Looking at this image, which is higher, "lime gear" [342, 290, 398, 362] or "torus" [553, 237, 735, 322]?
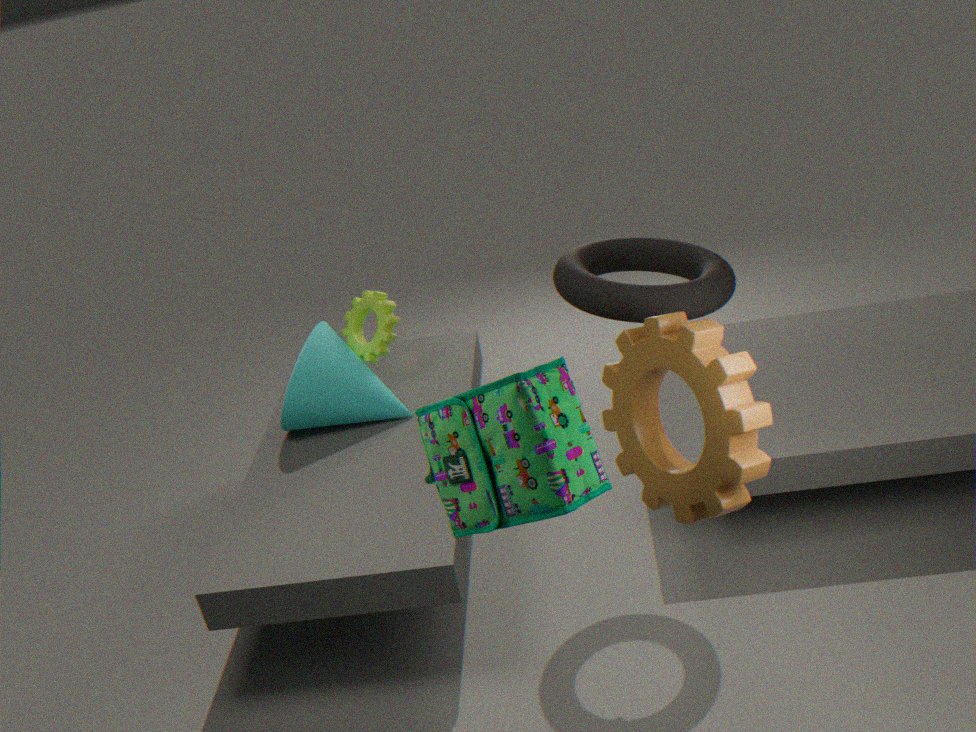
Result: "torus" [553, 237, 735, 322]
